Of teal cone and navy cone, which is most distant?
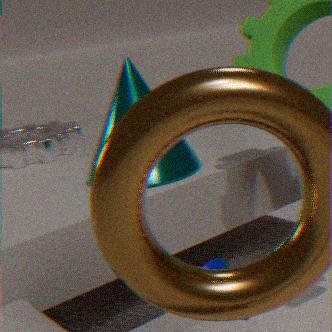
navy cone
